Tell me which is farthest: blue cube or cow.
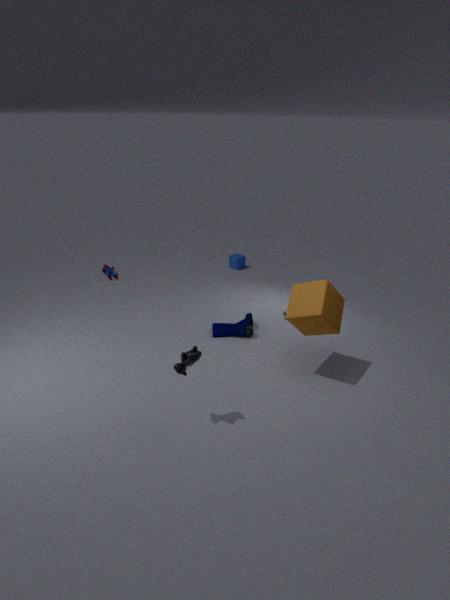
blue cube
